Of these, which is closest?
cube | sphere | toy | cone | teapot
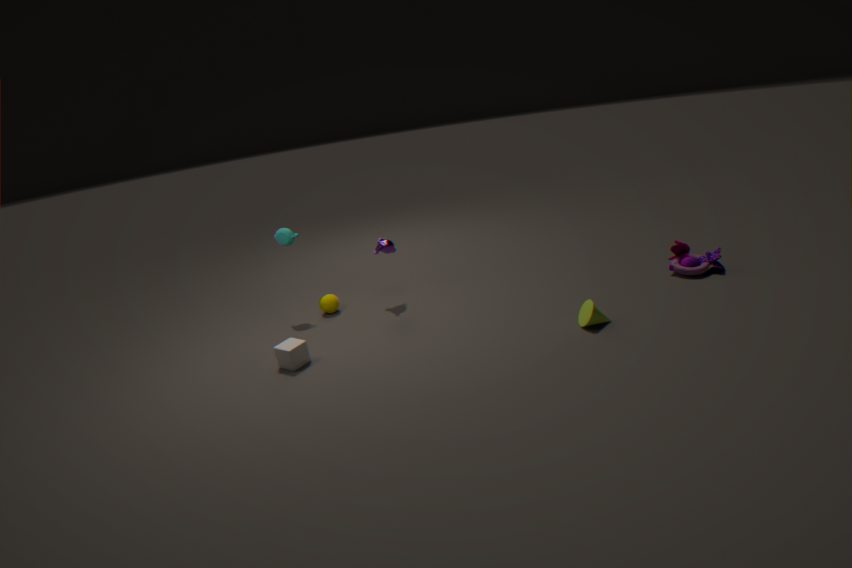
cone
